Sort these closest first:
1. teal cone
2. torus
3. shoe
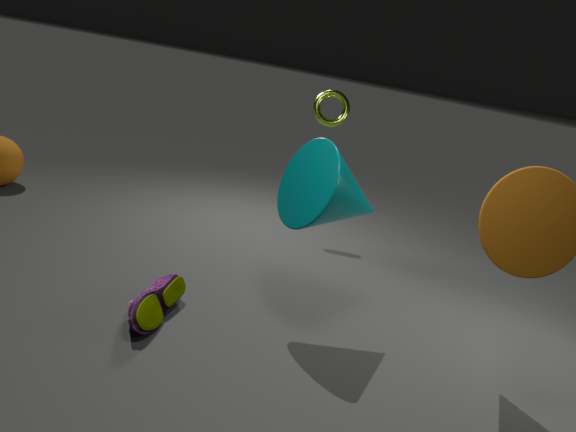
teal cone
shoe
torus
